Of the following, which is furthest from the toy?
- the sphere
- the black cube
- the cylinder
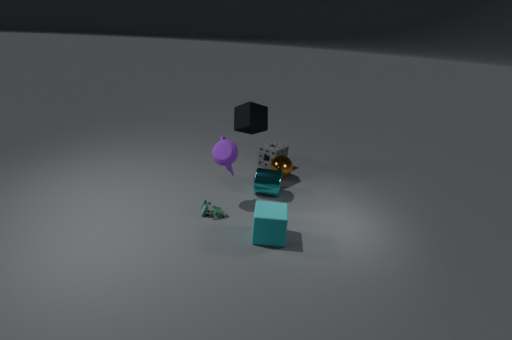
the sphere
